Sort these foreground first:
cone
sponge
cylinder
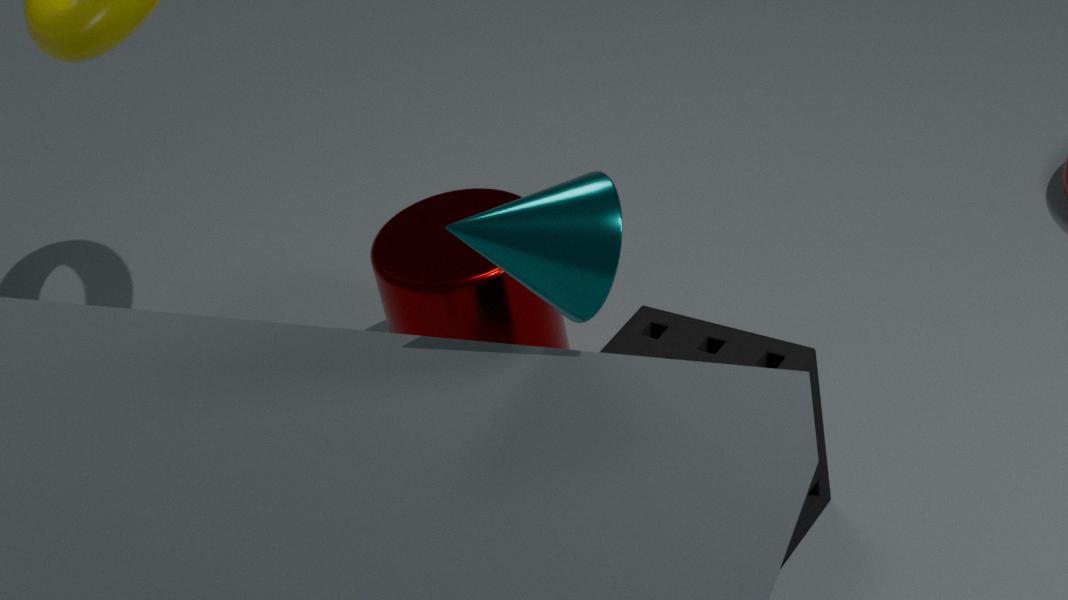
cone, sponge, cylinder
